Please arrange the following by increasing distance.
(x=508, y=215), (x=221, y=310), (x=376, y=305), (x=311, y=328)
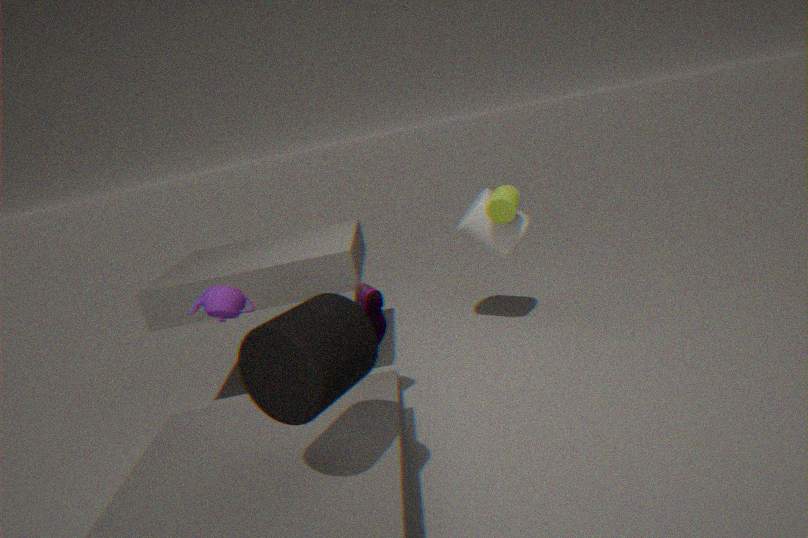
(x=311, y=328), (x=221, y=310), (x=376, y=305), (x=508, y=215)
